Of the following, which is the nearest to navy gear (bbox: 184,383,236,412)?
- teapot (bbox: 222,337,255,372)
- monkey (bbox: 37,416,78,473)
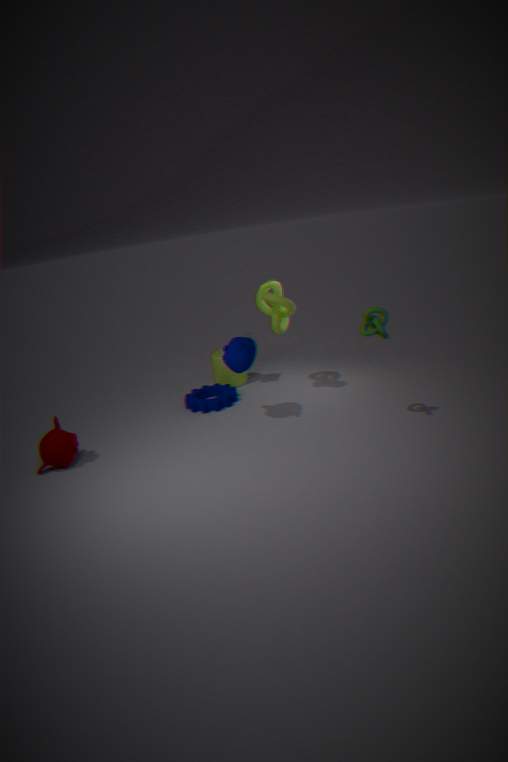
teapot (bbox: 222,337,255,372)
